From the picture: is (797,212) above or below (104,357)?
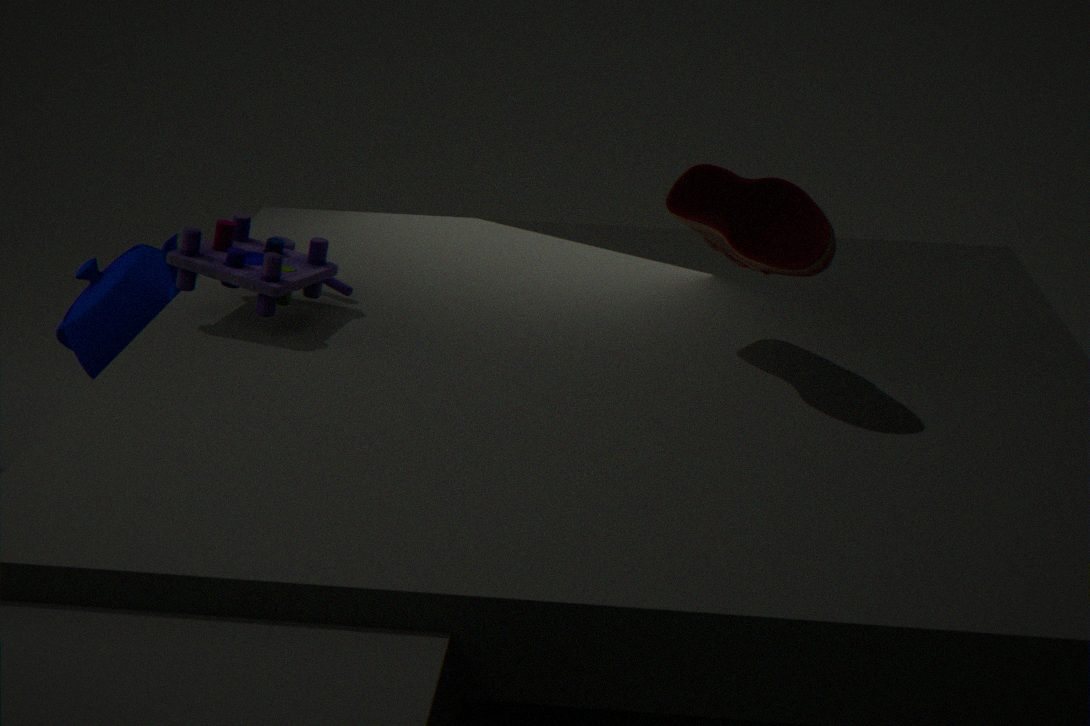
above
